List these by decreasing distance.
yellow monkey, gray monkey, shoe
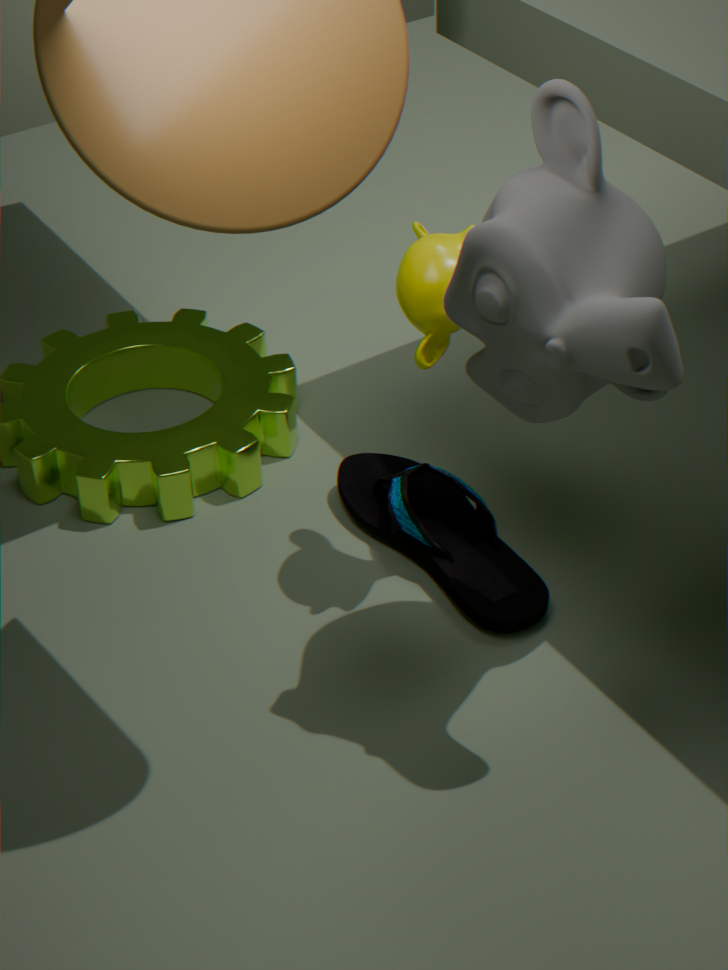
shoe, yellow monkey, gray monkey
